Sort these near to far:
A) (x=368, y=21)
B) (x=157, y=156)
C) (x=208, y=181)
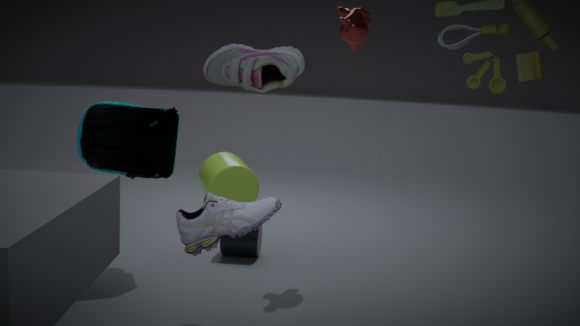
(x=208, y=181) → (x=157, y=156) → (x=368, y=21)
